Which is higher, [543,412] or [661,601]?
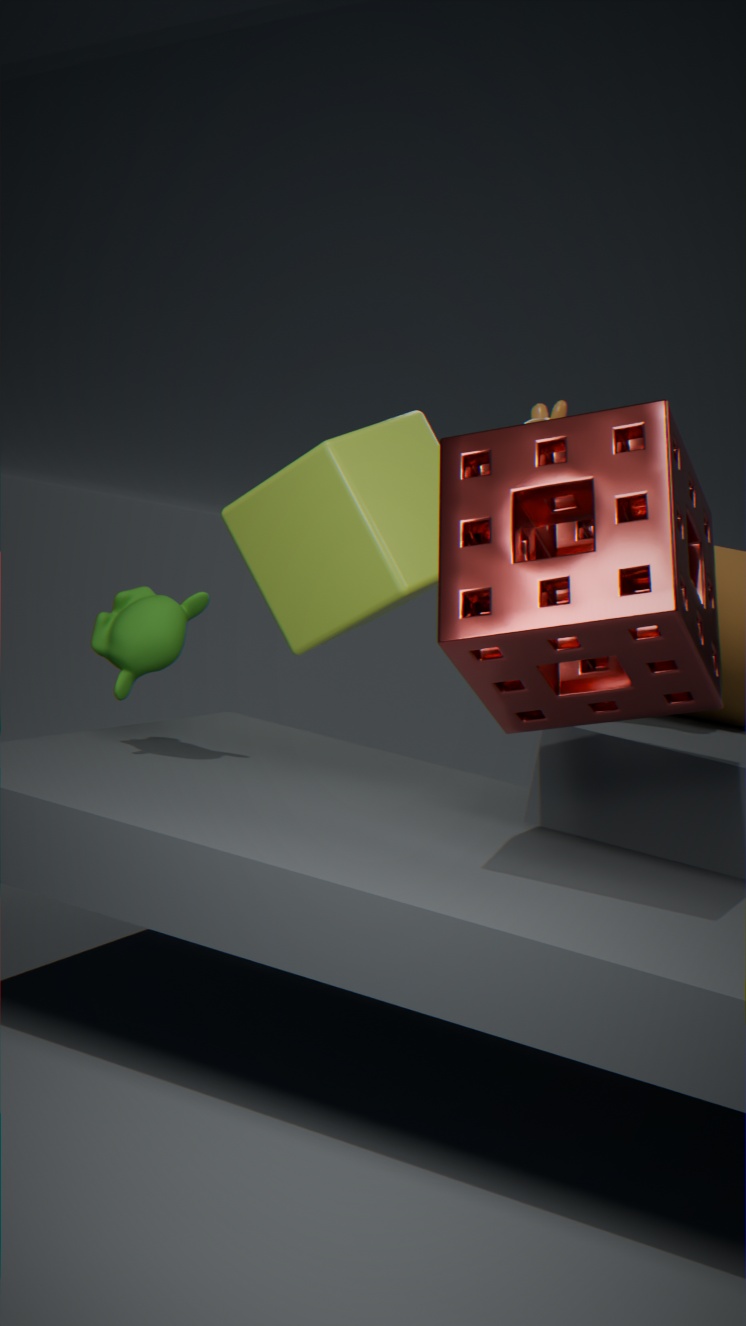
[543,412]
